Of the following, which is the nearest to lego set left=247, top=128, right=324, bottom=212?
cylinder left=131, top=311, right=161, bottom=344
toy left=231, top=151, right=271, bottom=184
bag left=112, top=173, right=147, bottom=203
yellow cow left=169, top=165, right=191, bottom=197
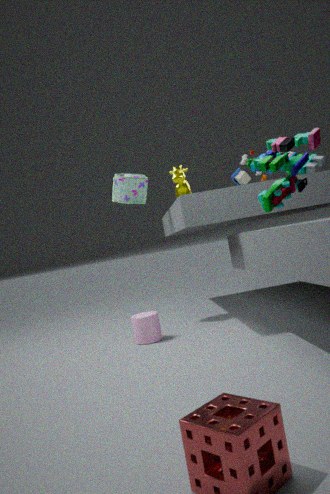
toy left=231, top=151, right=271, bottom=184
